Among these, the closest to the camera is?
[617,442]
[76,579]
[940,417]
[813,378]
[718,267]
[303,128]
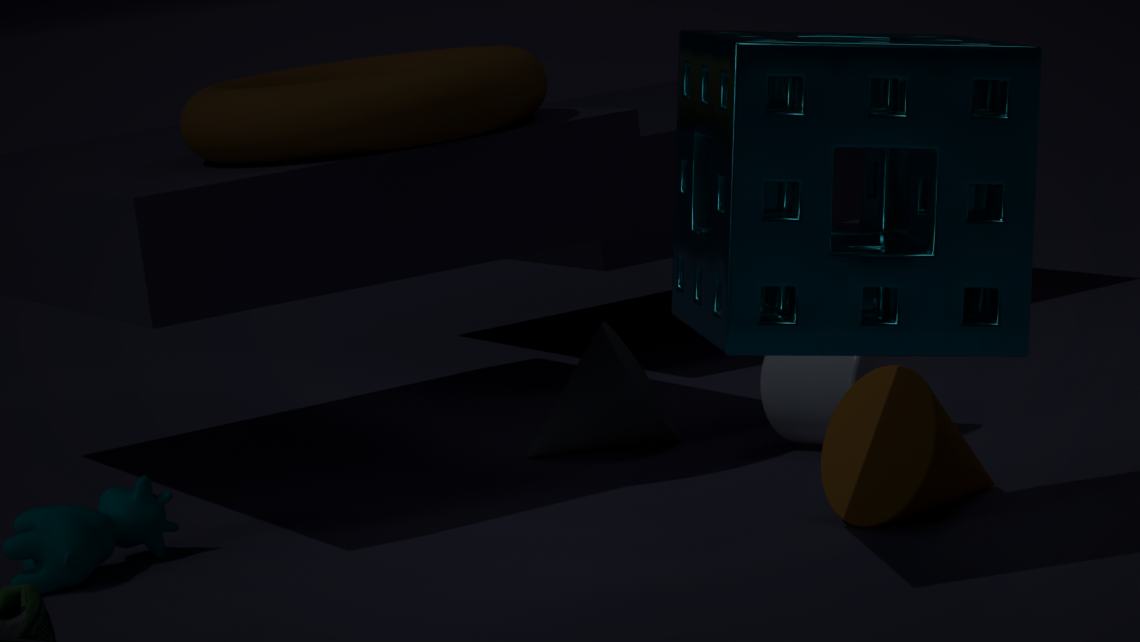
[718,267]
